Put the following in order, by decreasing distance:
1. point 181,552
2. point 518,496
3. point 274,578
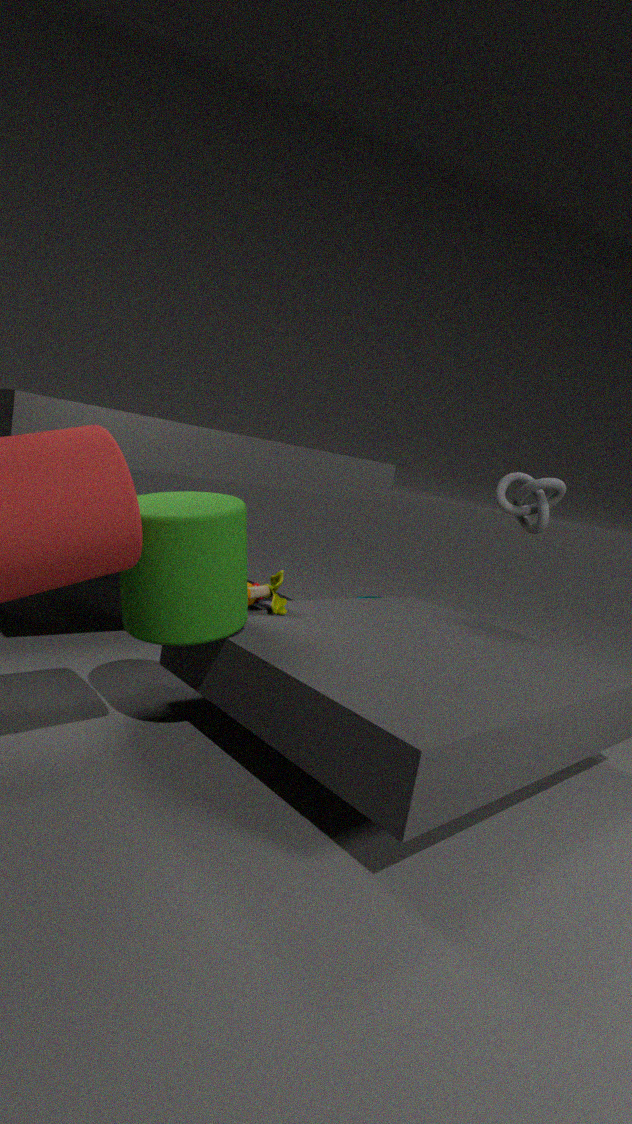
point 518,496 → point 274,578 → point 181,552
